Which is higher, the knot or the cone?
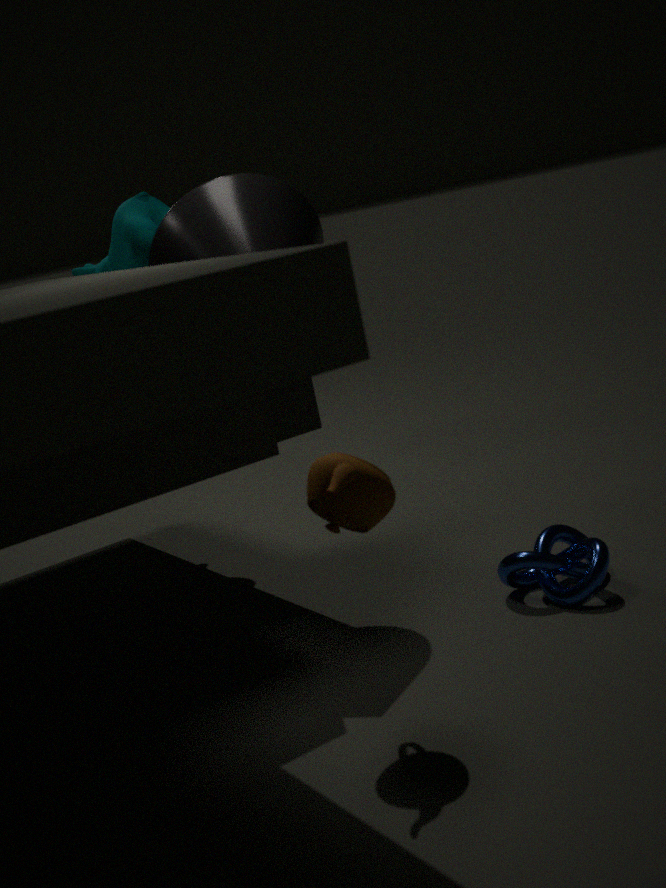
the cone
